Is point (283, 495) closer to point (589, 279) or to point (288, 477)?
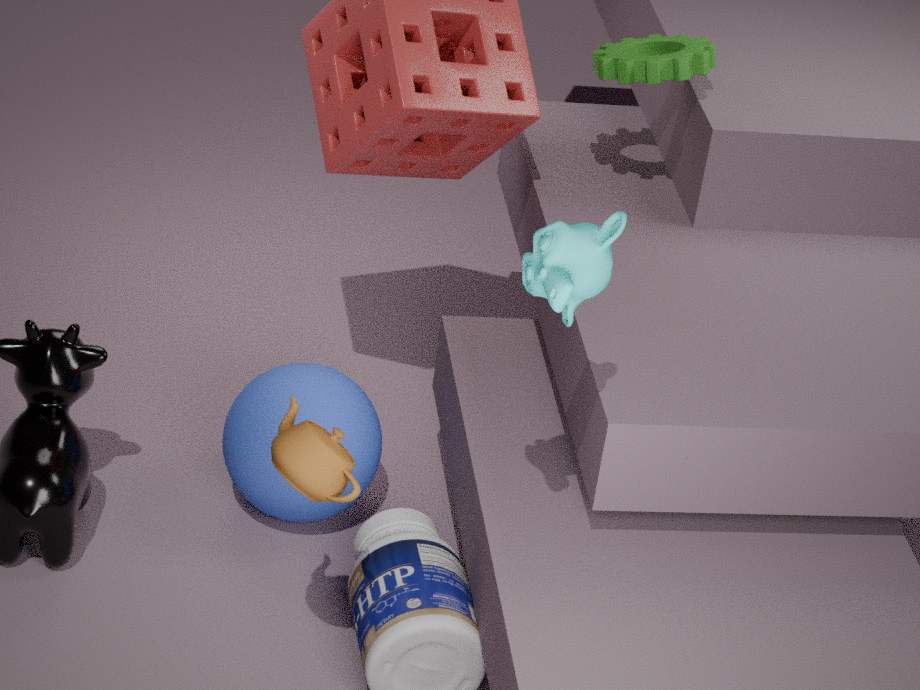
point (288, 477)
